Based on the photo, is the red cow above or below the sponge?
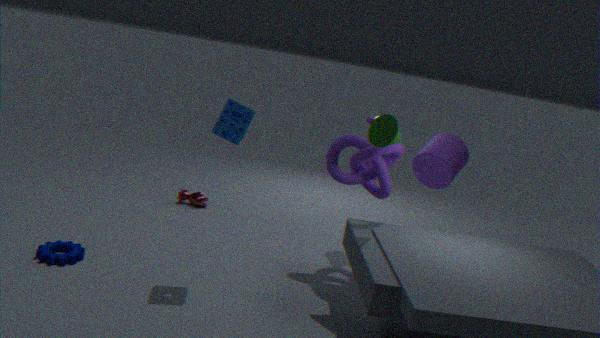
below
